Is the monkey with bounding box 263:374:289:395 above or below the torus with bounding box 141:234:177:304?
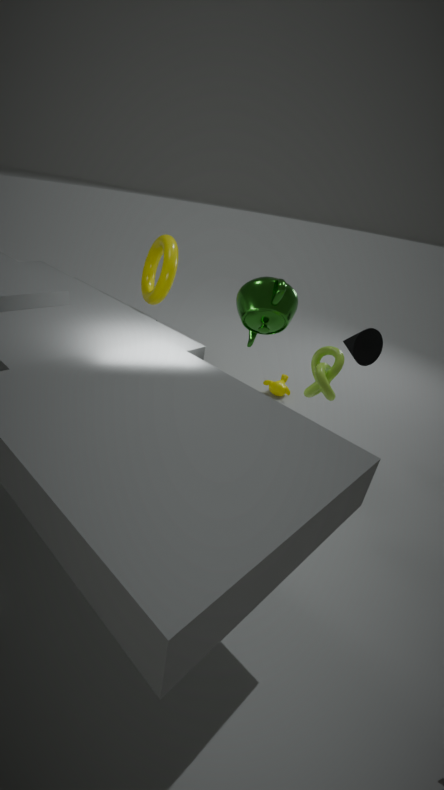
below
